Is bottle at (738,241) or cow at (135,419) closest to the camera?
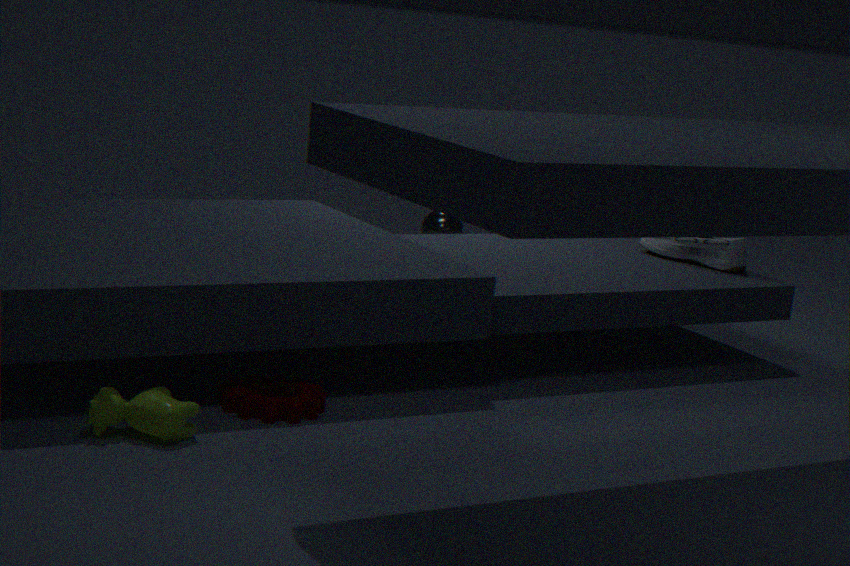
cow at (135,419)
